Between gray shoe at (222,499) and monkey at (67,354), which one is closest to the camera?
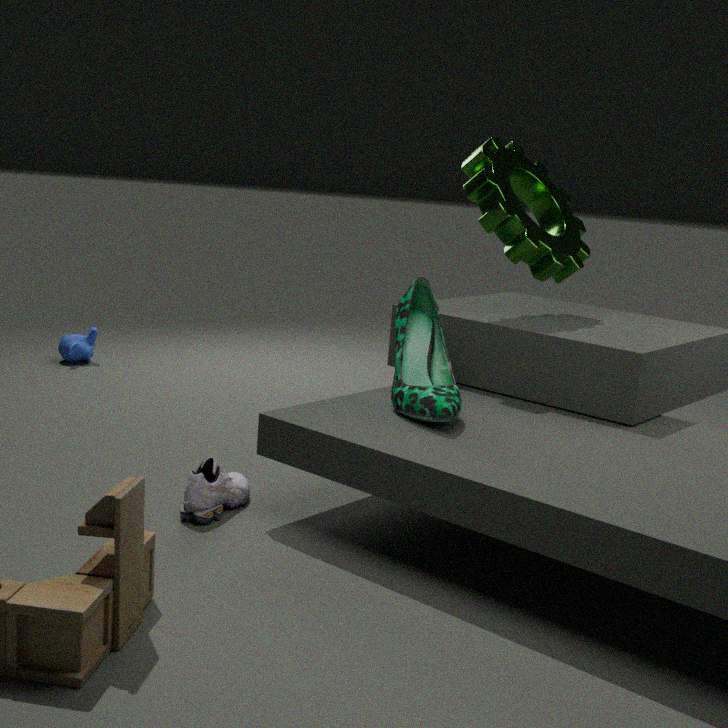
gray shoe at (222,499)
